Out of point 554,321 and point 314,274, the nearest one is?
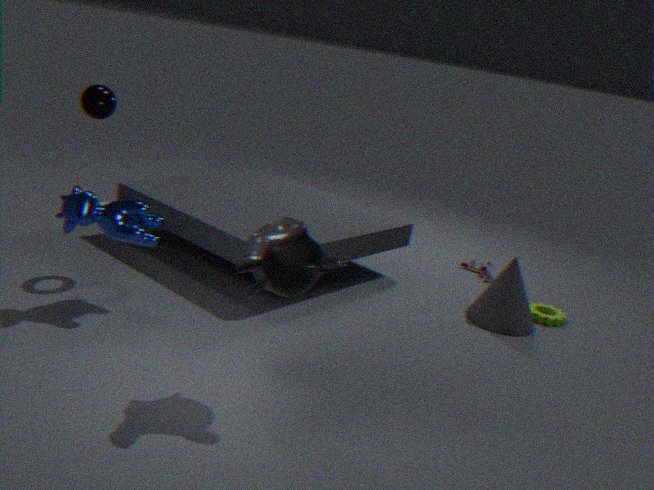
point 314,274
